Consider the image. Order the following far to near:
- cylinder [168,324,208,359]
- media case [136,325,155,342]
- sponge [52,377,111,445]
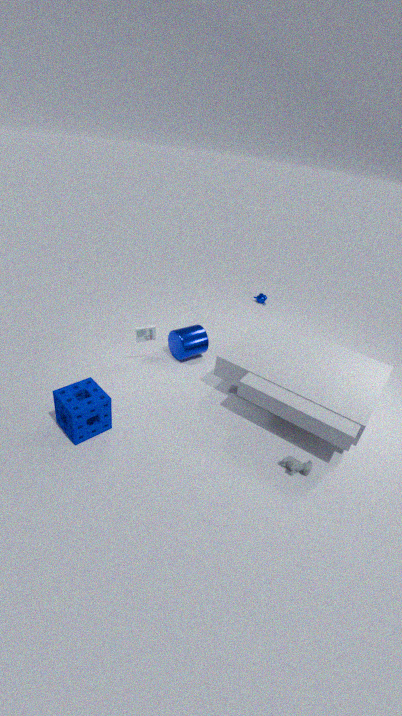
cylinder [168,324,208,359]
media case [136,325,155,342]
sponge [52,377,111,445]
